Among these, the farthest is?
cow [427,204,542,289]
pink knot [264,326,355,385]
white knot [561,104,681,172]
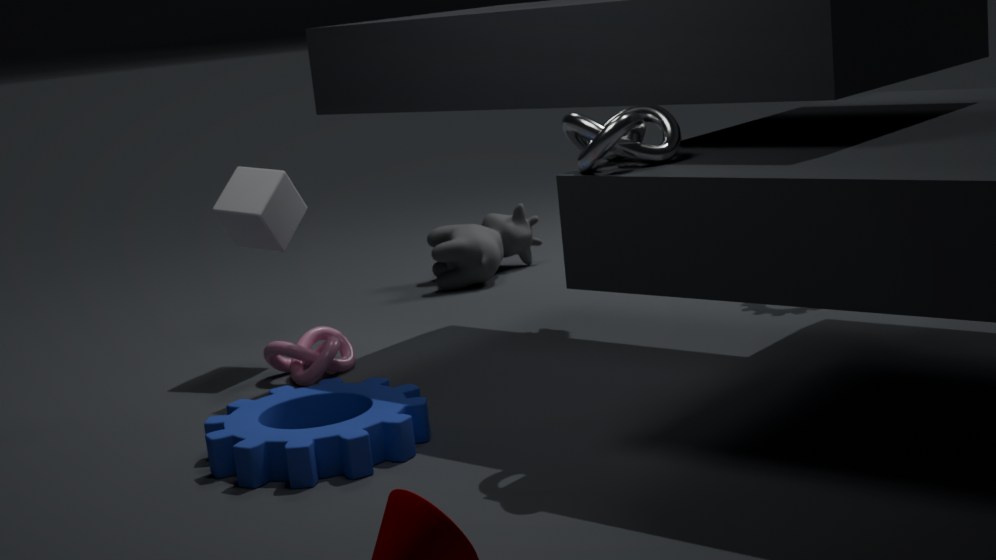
cow [427,204,542,289]
